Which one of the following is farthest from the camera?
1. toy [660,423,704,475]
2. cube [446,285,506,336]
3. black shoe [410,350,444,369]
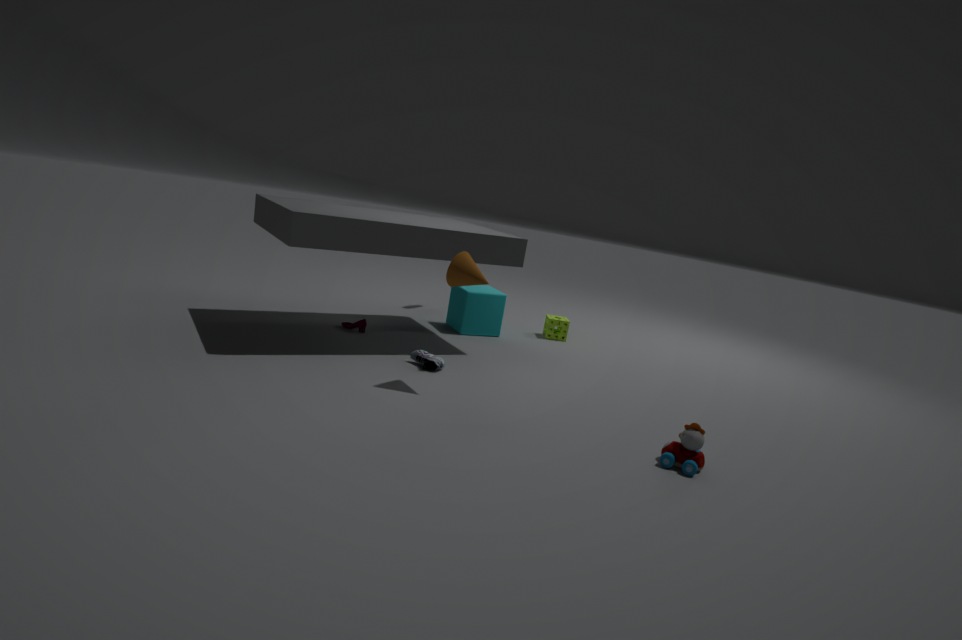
cube [446,285,506,336]
